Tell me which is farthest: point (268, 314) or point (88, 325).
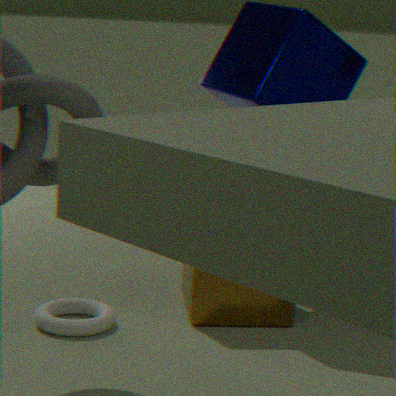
point (268, 314)
